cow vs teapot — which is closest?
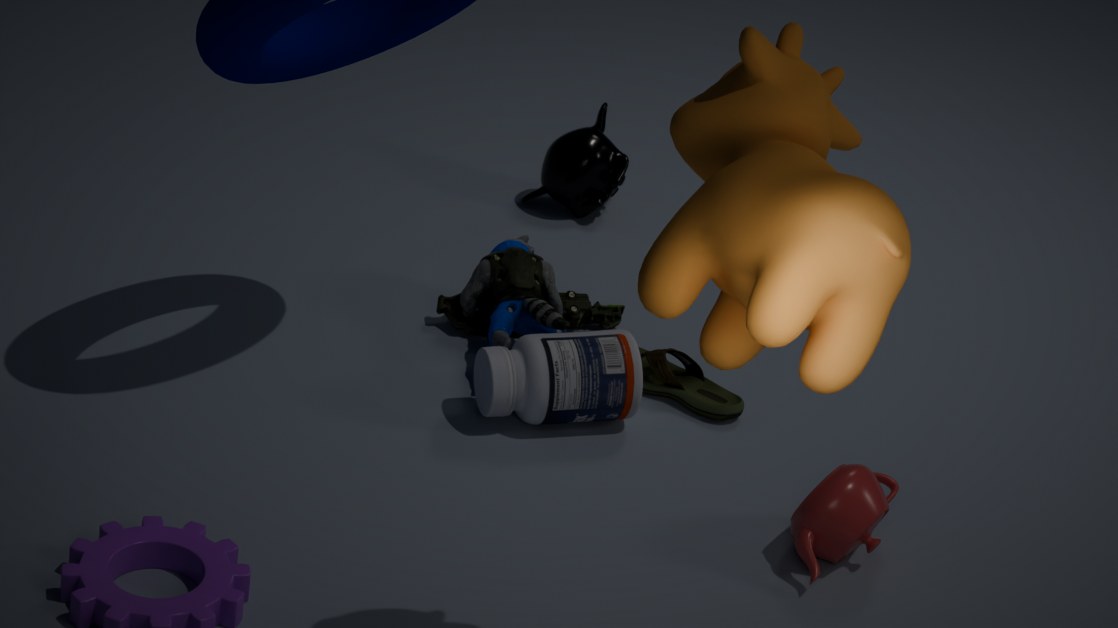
cow
